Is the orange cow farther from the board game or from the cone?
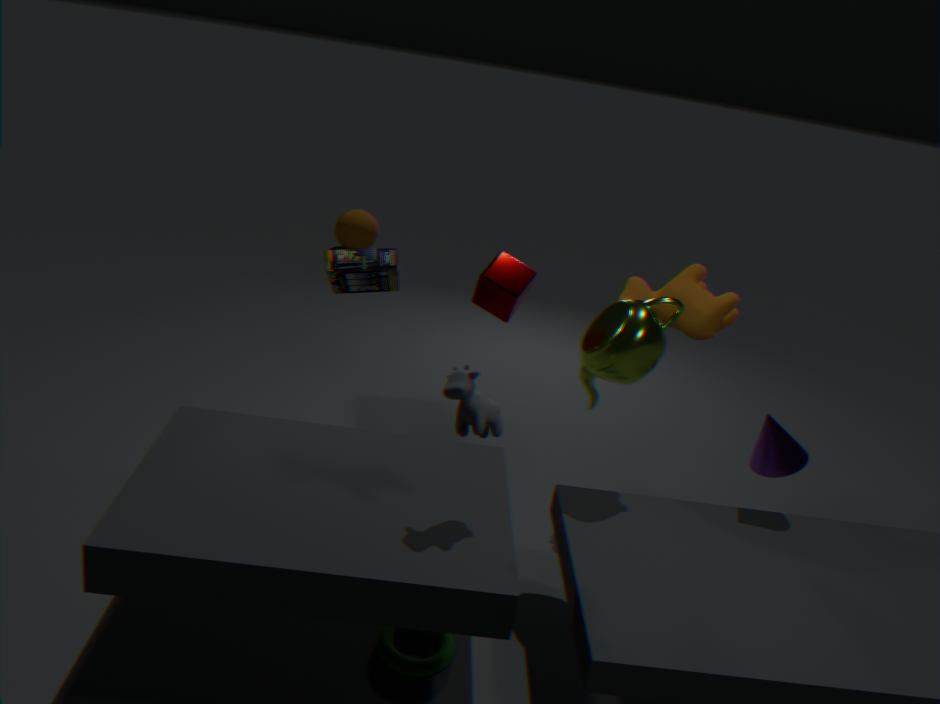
the board game
